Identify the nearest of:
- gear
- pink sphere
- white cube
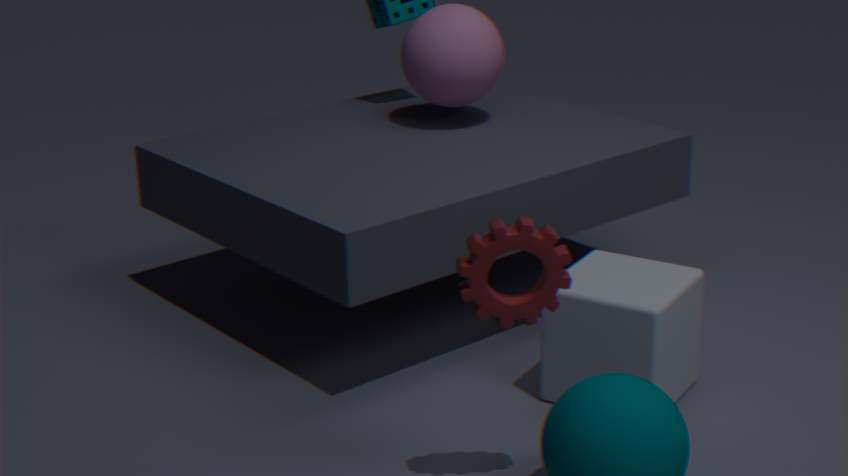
gear
